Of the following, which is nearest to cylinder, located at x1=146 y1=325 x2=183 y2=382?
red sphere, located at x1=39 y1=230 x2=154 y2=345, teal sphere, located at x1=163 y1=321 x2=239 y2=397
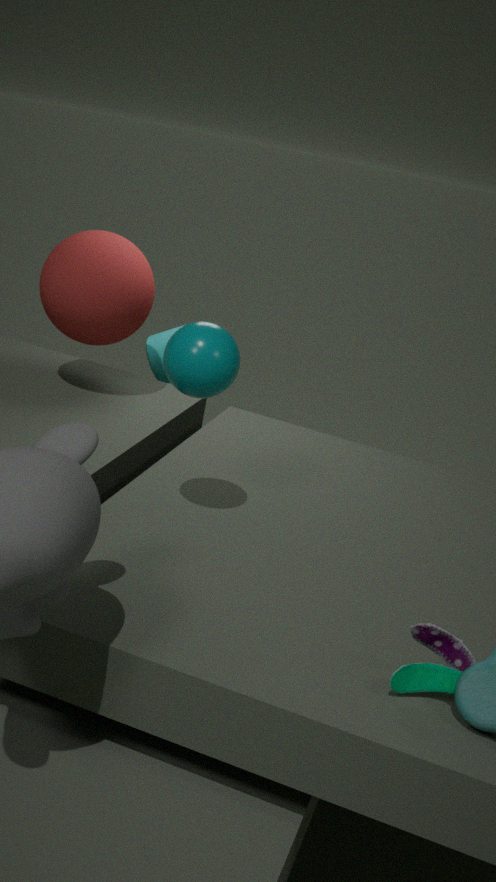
red sphere, located at x1=39 y1=230 x2=154 y2=345
